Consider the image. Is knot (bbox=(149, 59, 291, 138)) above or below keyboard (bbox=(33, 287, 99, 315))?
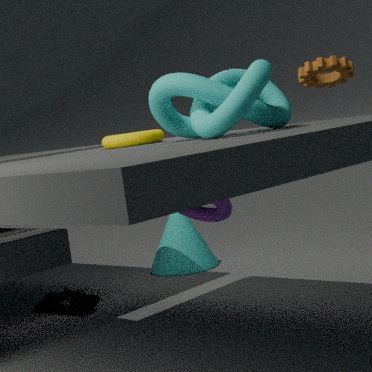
above
